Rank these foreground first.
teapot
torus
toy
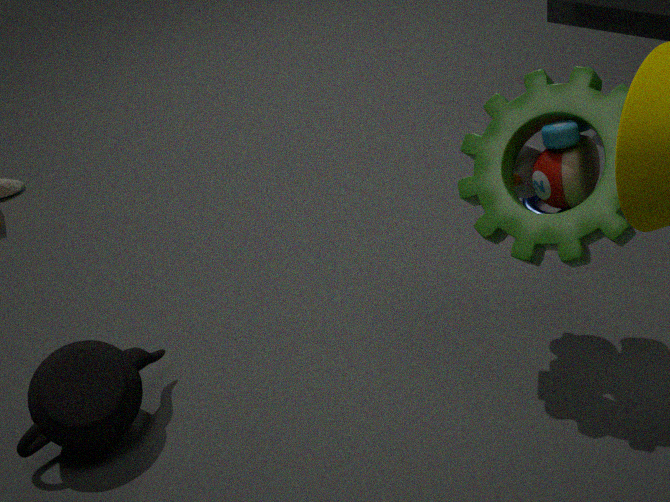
toy < teapot < torus
